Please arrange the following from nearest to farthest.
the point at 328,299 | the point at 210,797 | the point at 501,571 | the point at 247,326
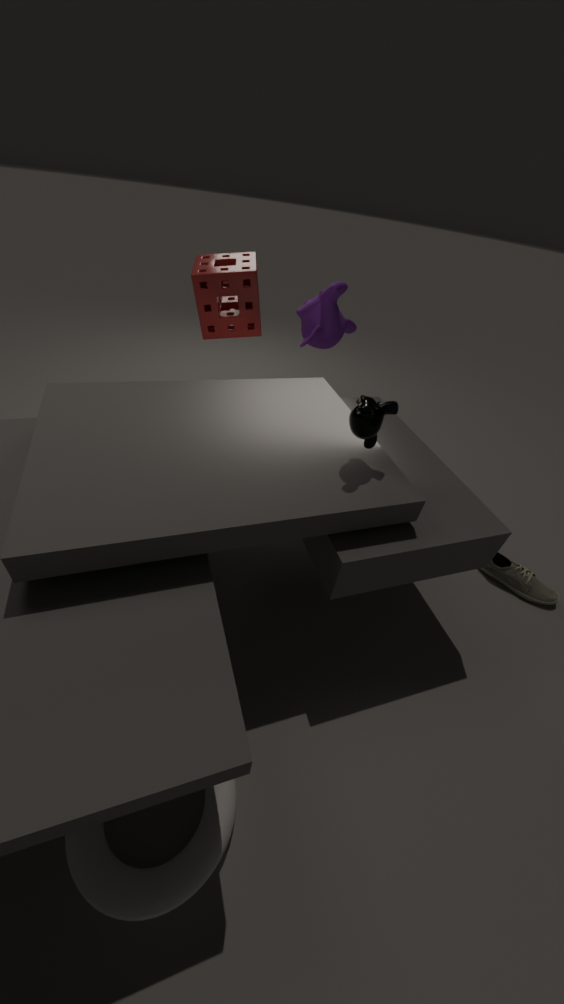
the point at 210,797, the point at 501,571, the point at 328,299, the point at 247,326
